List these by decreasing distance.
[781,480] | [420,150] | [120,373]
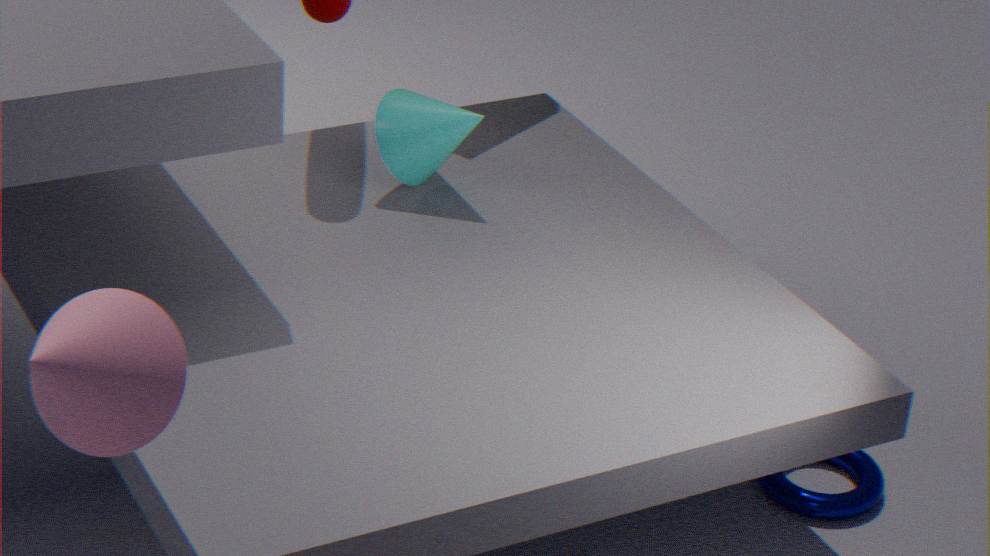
[420,150], [781,480], [120,373]
